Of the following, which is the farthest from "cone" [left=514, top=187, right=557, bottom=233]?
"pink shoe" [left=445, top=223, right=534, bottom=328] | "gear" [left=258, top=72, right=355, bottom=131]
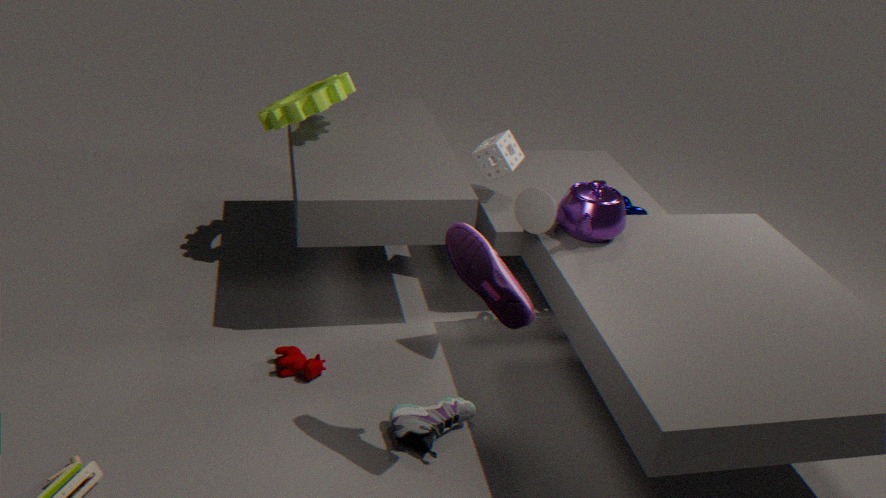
"gear" [left=258, top=72, right=355, bottom=131]
